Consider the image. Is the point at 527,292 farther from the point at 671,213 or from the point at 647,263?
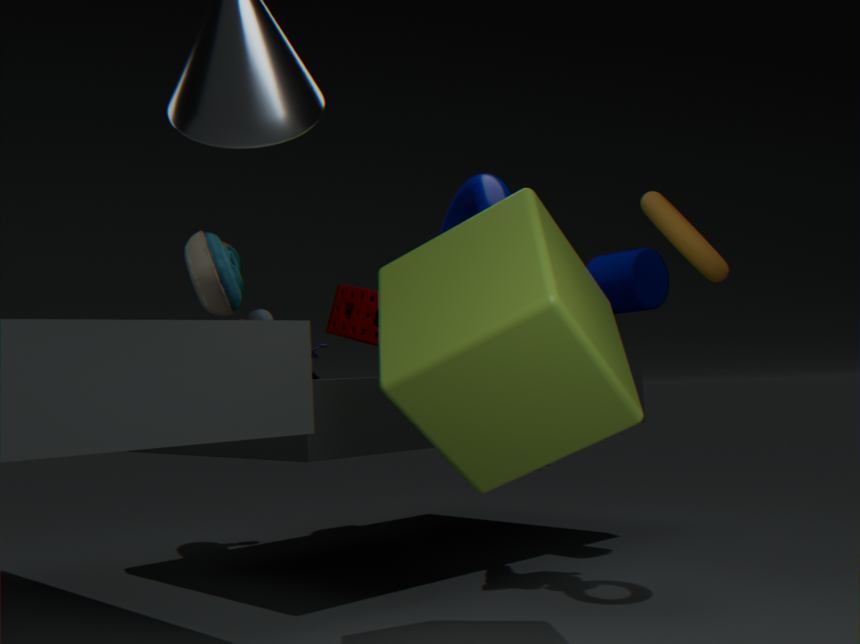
the point at 647,263
